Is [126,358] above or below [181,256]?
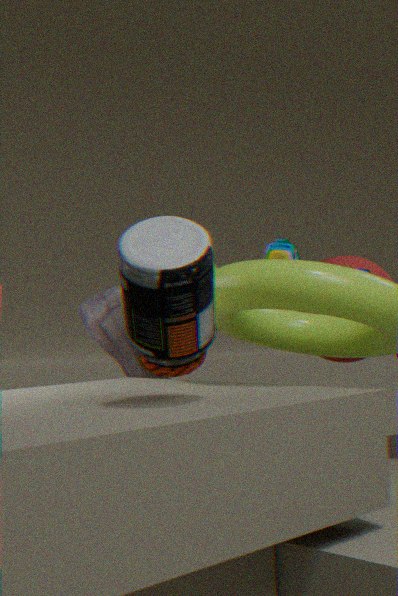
below
